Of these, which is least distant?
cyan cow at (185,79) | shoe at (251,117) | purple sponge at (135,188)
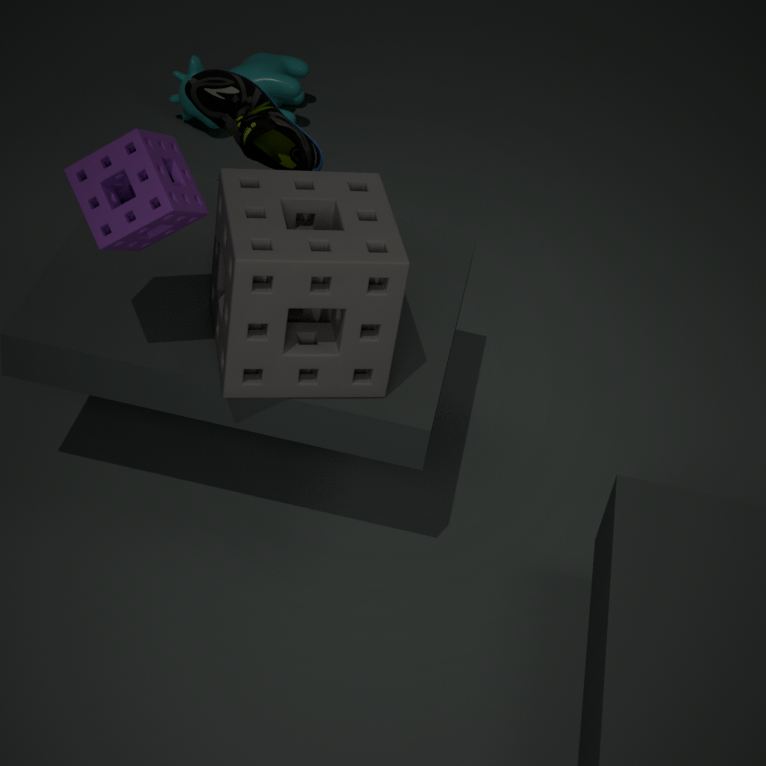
purple sponge at (135,188)
